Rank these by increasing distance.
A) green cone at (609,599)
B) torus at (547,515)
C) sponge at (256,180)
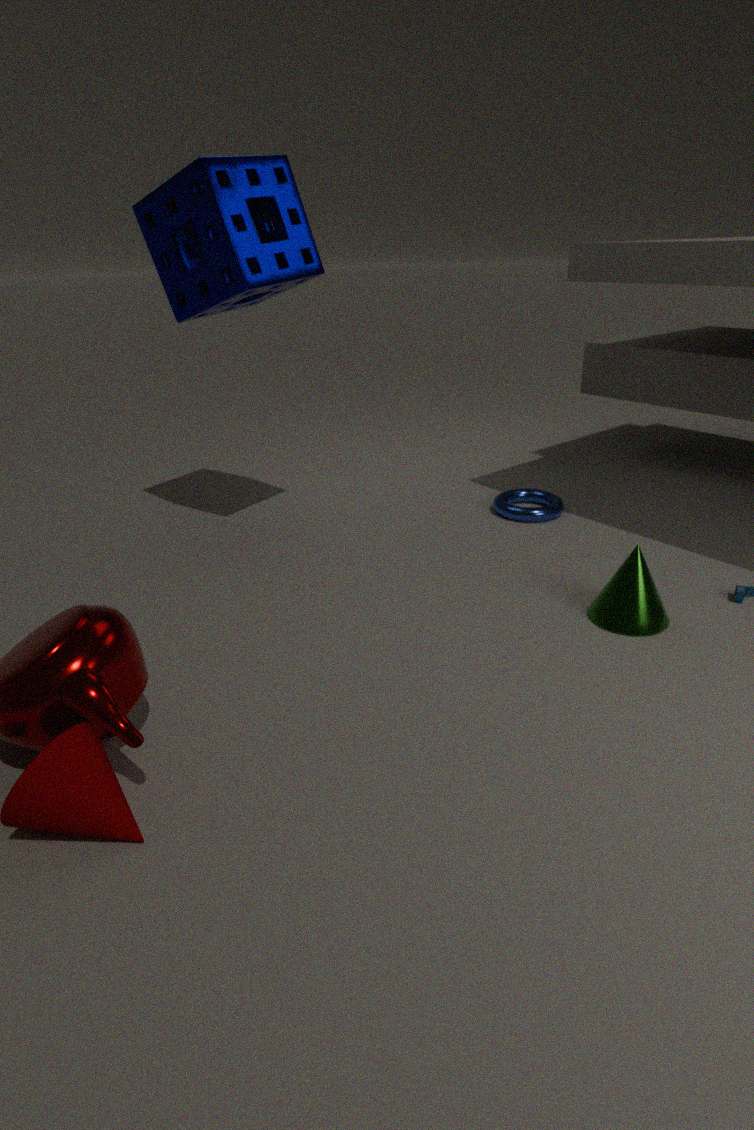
green cone at (609,599) < sponge at (256,180) < torus at (547,515)
